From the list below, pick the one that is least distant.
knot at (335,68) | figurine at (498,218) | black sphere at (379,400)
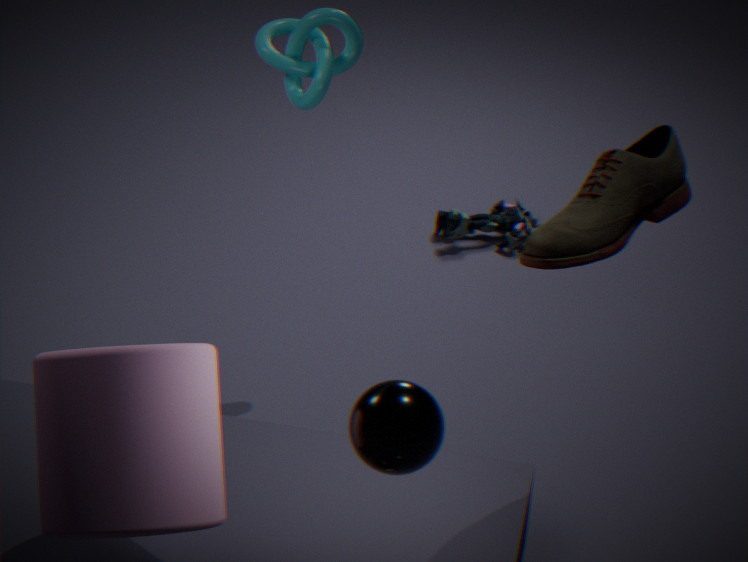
black sphere at (379,400)
